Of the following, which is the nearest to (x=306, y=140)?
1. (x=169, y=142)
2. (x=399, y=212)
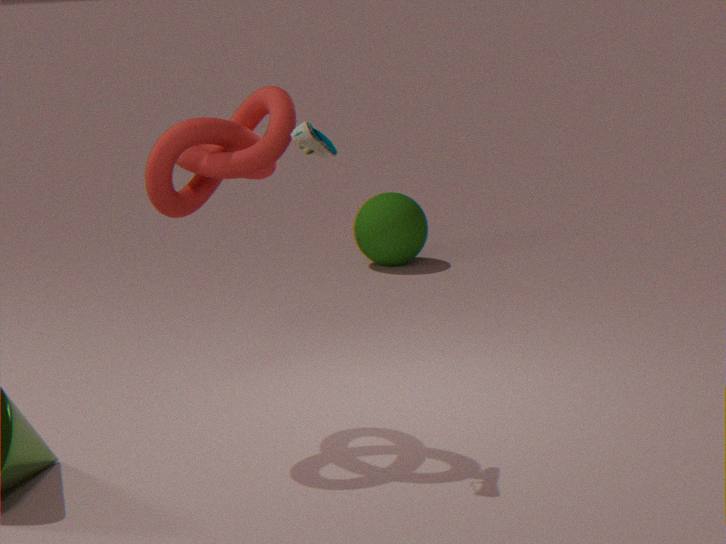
(x=169, y=142)
